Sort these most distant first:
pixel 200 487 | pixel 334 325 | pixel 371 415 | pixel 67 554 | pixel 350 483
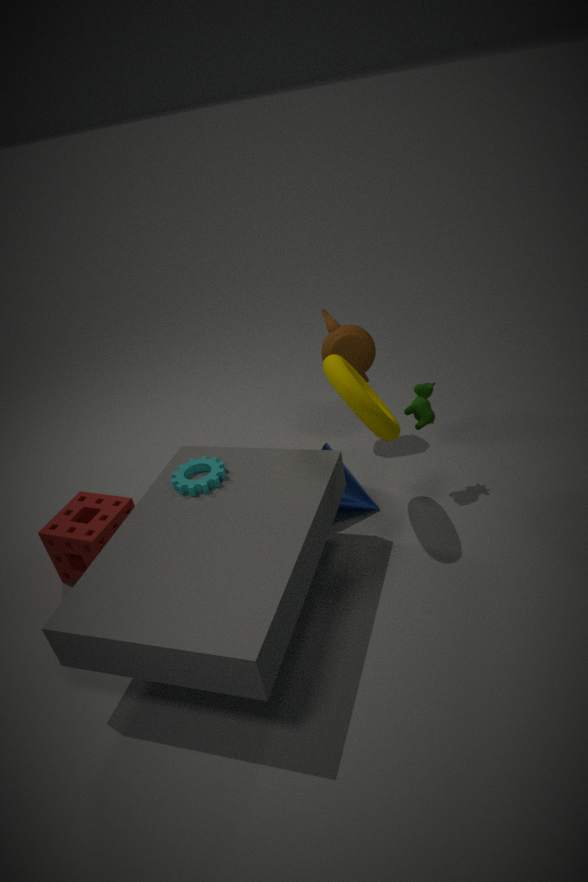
pixel 334 325, pixel 350 483, pixel 67 554, pixel 200 487, pixel 371 415
